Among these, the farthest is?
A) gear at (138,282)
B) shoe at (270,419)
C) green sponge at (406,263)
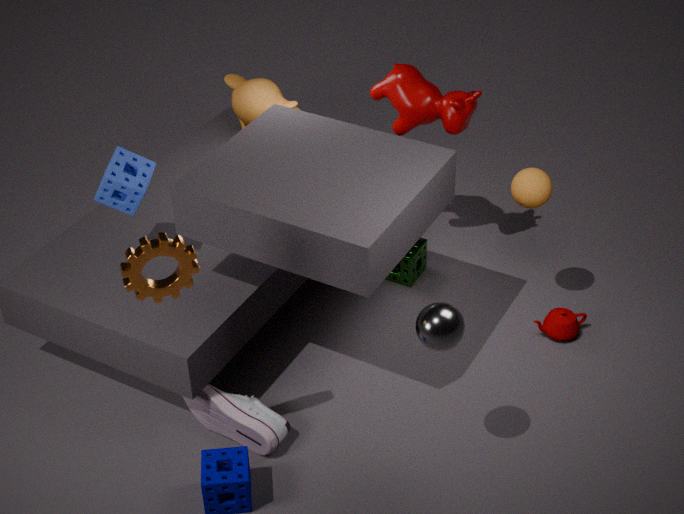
green sponge at (406,263)
